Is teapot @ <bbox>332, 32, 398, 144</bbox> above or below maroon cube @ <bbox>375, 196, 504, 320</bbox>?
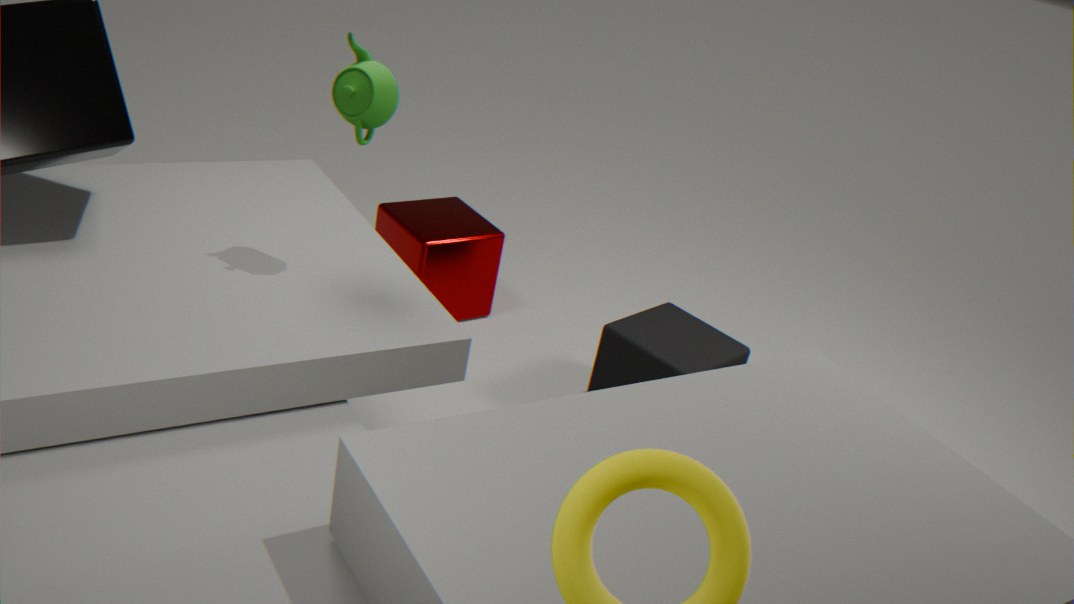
above
